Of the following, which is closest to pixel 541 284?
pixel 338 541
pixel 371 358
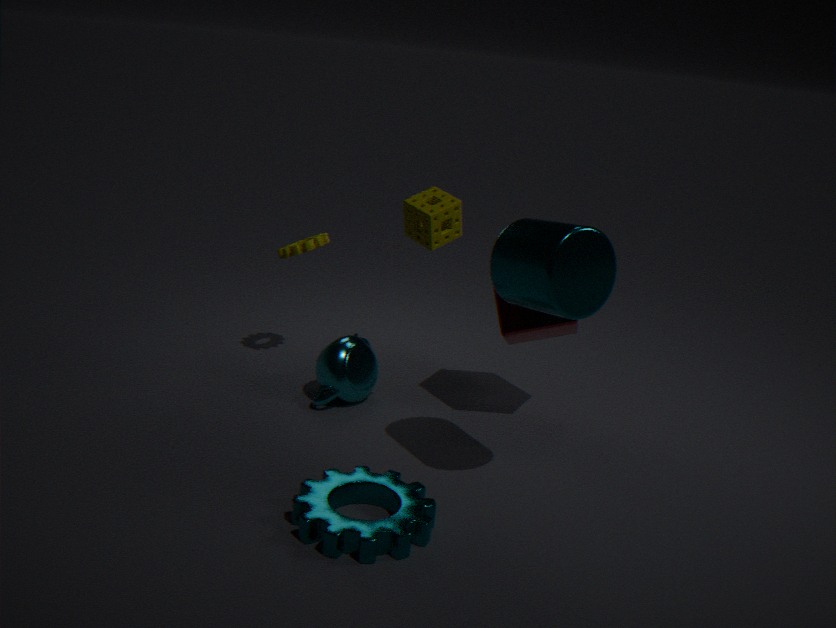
pixel 338 541
